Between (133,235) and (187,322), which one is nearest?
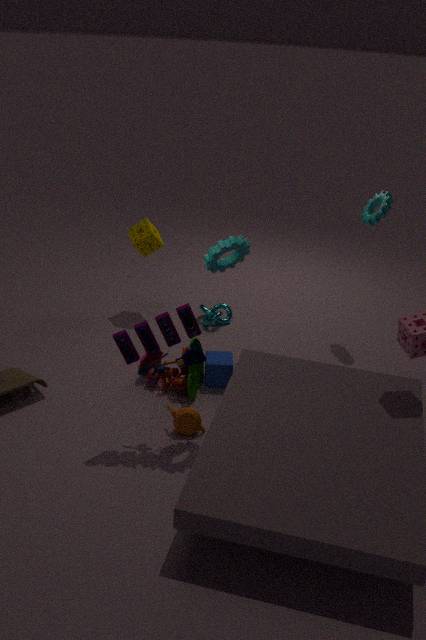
(187,322)
